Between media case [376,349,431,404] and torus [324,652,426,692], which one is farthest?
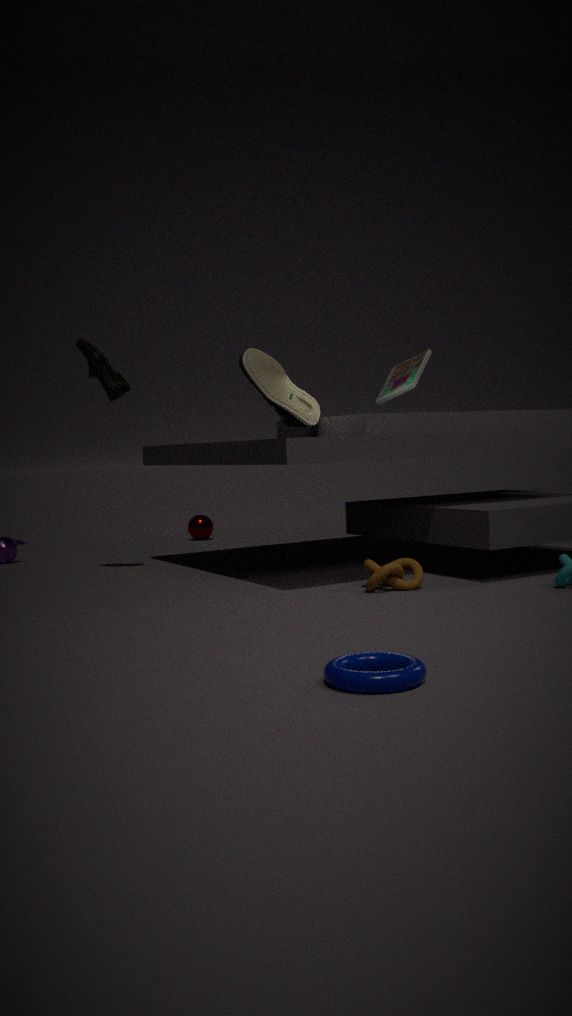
media case [376,349,431,404]
